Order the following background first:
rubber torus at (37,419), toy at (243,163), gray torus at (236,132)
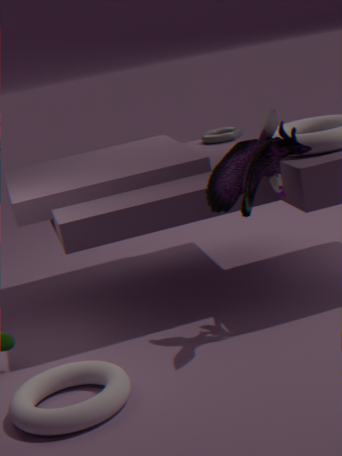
1. gray torus at (236,132)
2. toy at (243,163)
3. rubber torus at (37,419)
